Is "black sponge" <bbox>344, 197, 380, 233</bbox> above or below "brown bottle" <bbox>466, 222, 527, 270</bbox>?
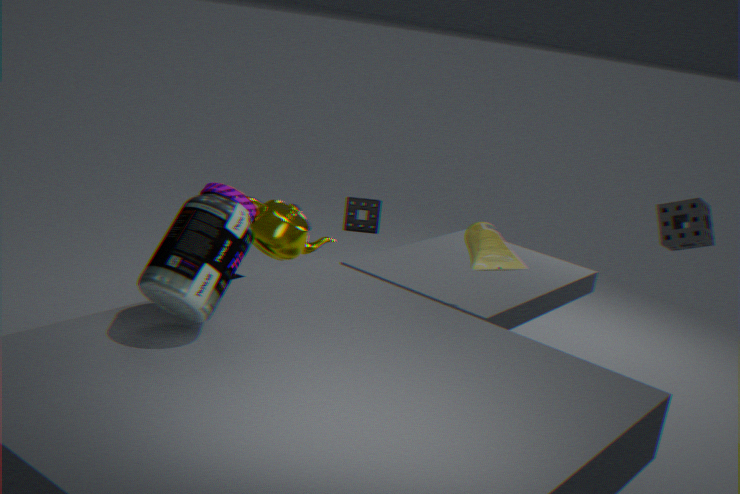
below
